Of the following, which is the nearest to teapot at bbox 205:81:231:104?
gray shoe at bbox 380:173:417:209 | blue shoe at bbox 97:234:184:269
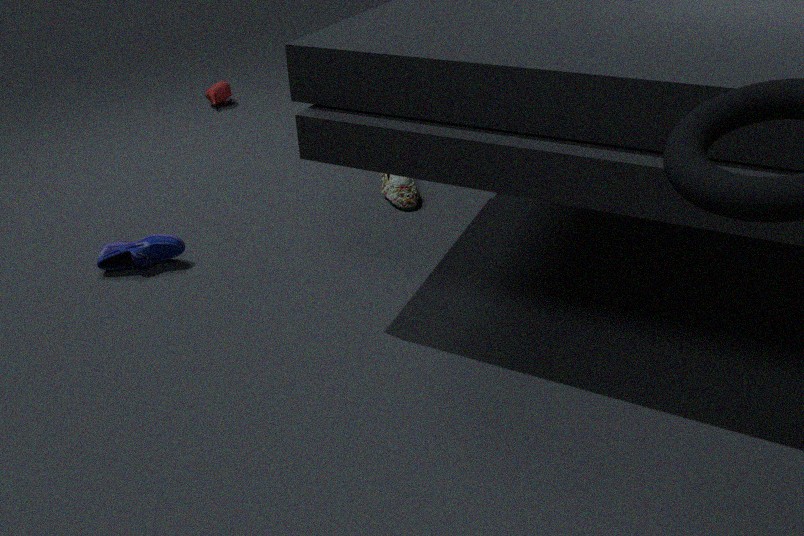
gray shoe at bbox 380:173:417:209
